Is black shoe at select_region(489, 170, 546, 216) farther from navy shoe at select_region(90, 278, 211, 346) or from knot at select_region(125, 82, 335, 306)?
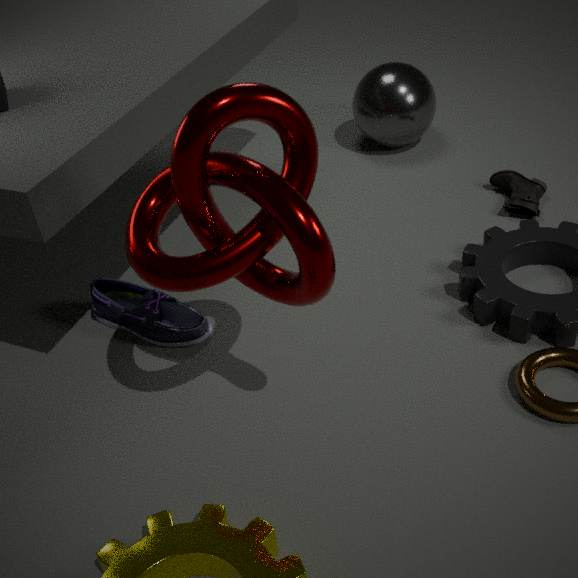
knot at select_region(125, 82, 335, 306)
